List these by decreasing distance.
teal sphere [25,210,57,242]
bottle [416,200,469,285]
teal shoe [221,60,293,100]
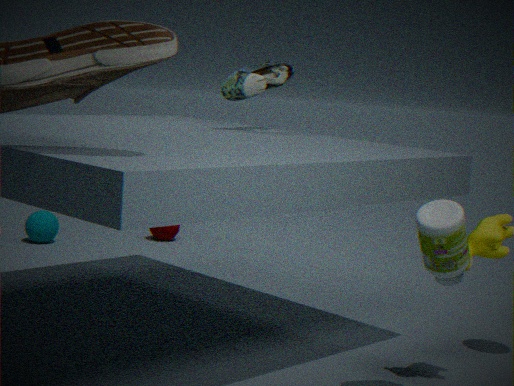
teal sphere [25,210,57,242]
teal shoe [221,60,293,100]
bottle [416,200,469,285]
